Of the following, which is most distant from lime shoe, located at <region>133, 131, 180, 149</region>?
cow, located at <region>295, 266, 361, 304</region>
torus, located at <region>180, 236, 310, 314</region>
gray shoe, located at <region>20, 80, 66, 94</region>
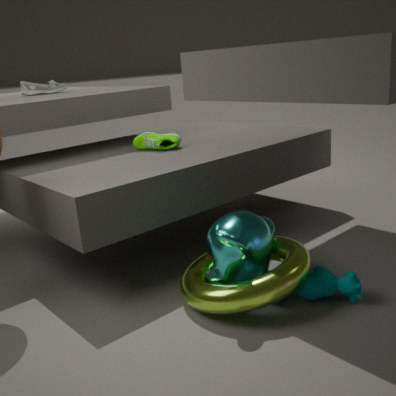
cow, located at <region>295, 266, 361, 304</region>
